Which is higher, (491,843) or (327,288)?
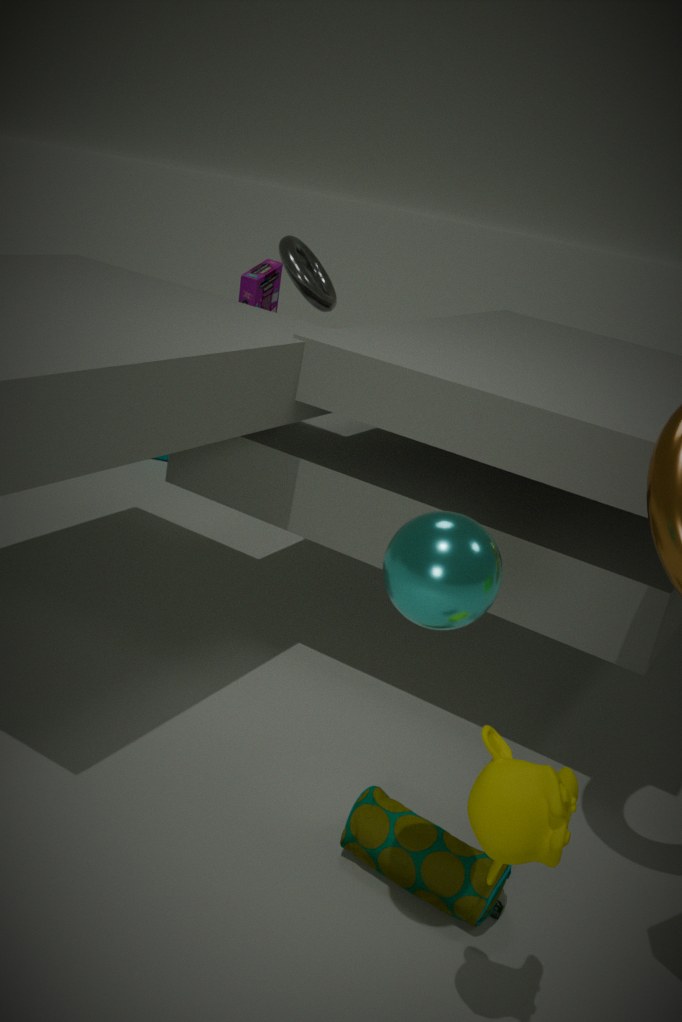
(327,288)
